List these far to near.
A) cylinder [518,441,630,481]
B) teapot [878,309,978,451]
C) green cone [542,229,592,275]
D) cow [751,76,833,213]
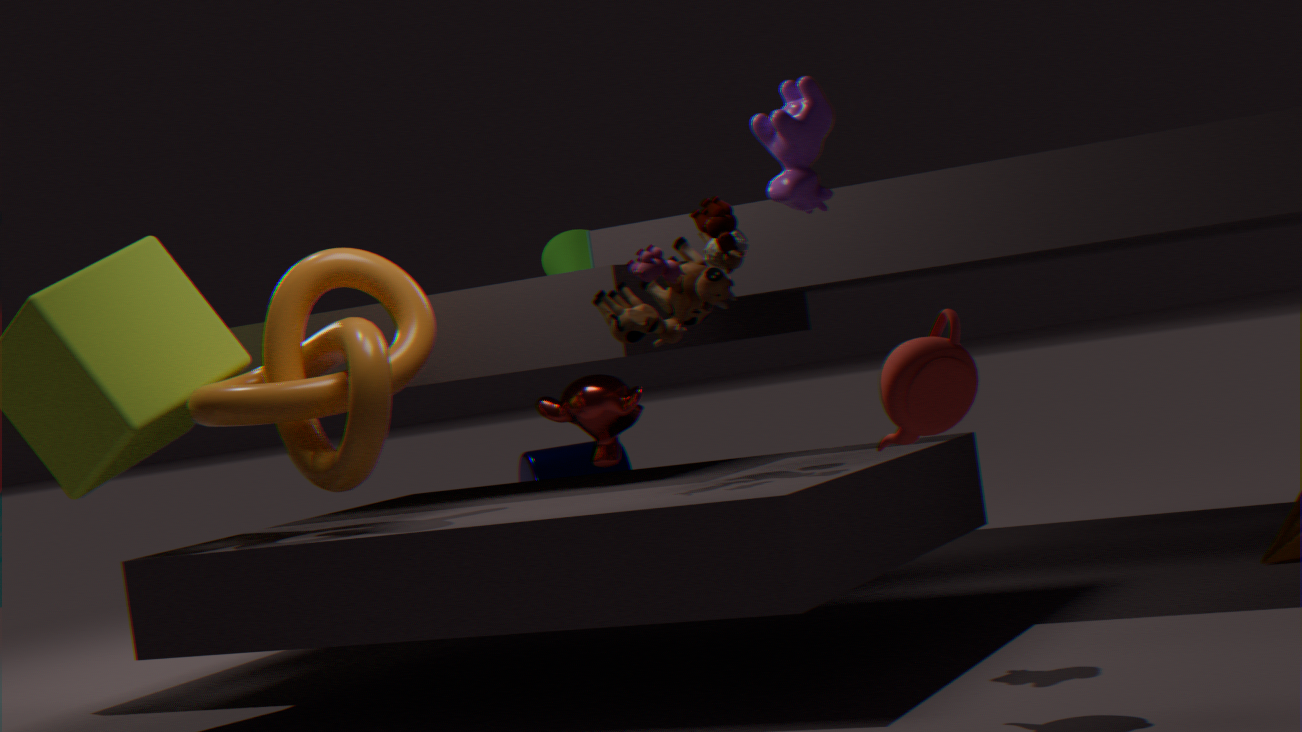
cylinder [518,441,630,481], green cone [542,229,592,275], cow [751,76,833,213], teapot [878,309,978,451]
